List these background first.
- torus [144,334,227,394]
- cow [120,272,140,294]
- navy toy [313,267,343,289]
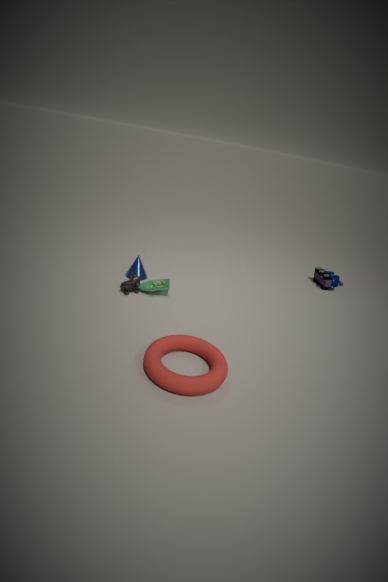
navy toy [313,267,343,289] → cow [120,272,140,294] → torus [144,334,227,394]
